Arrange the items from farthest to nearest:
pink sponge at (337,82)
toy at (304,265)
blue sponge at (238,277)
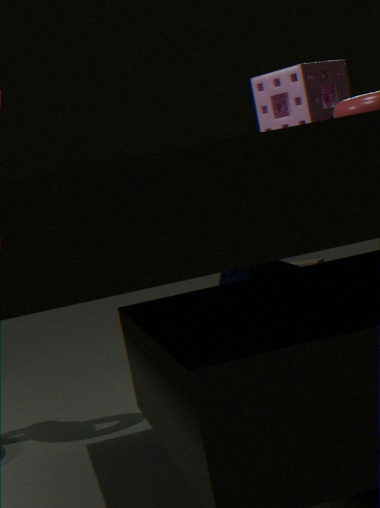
toy at (304,265) → blue sponge at (238,277) → pink sponge at (337,82)
